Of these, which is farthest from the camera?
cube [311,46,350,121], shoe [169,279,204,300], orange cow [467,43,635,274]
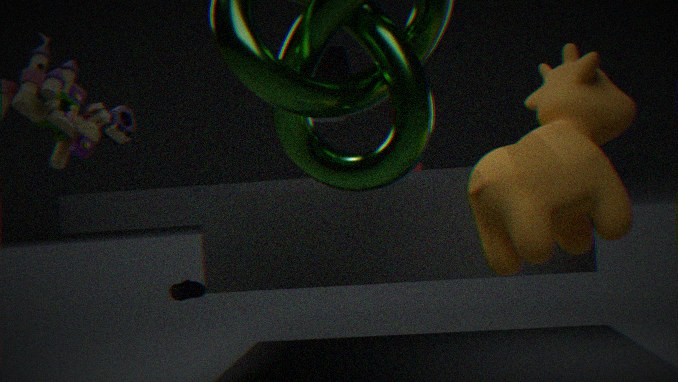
shoe [169,279,204,300]
